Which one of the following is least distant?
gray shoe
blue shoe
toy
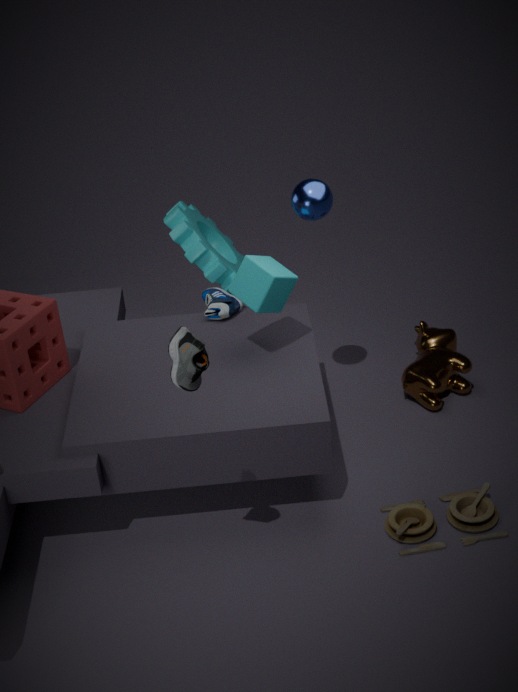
gray shoe
